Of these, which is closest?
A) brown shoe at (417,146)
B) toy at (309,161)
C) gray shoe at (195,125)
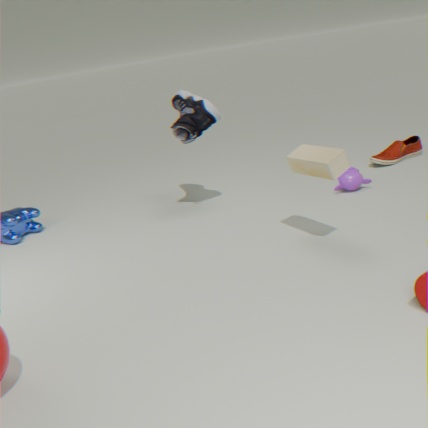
toy at (309,161)
